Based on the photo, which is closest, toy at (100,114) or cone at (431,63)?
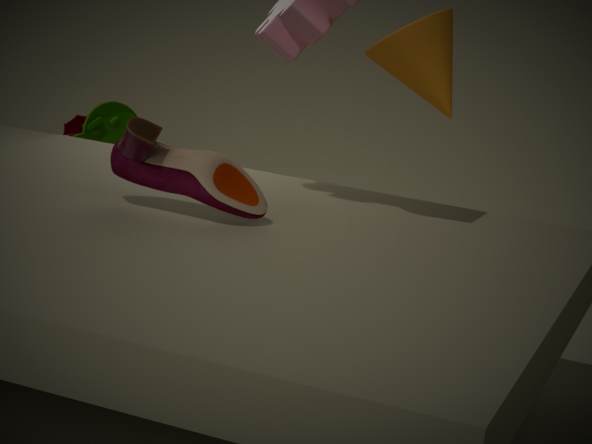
cone at (431,63)
